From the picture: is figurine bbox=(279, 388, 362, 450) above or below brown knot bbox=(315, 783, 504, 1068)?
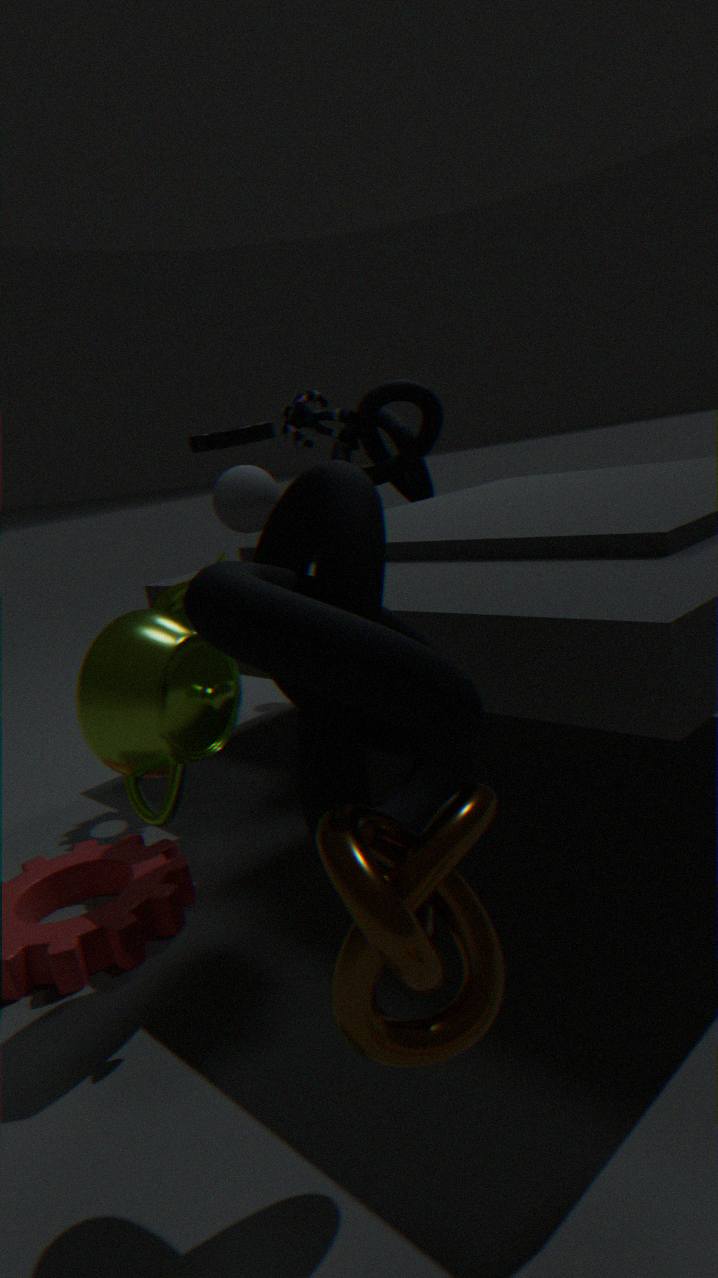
above
